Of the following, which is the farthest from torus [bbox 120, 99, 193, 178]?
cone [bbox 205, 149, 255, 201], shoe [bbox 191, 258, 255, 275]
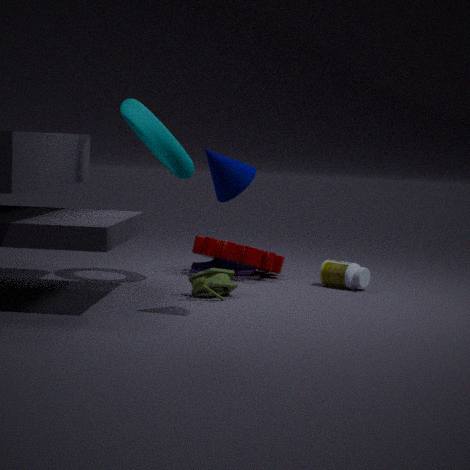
cone [bbox 205, 149, 255, 201]
